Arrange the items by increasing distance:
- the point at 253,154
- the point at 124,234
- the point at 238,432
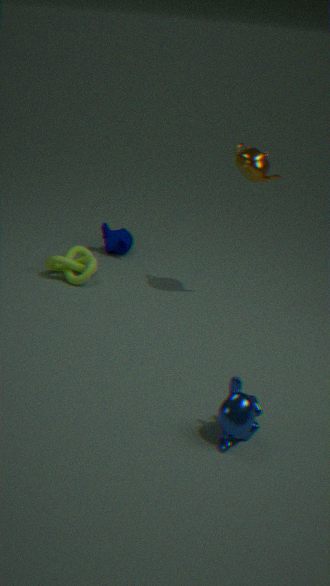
the point at 238,432 → the point at 253,154 → the point at 124,234
